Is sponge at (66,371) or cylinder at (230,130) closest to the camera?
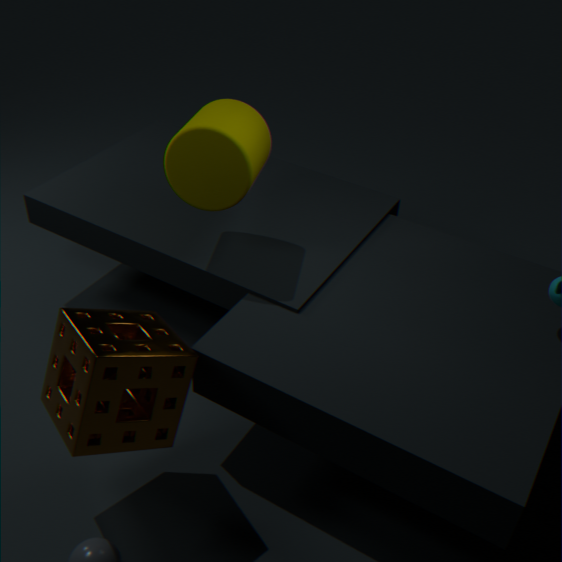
sponge at (66,371)
